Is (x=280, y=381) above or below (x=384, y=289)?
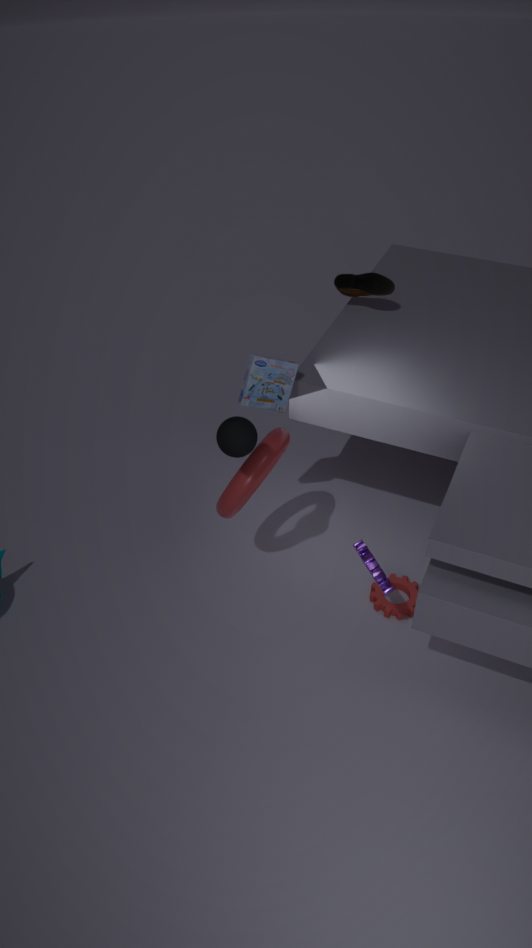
below
